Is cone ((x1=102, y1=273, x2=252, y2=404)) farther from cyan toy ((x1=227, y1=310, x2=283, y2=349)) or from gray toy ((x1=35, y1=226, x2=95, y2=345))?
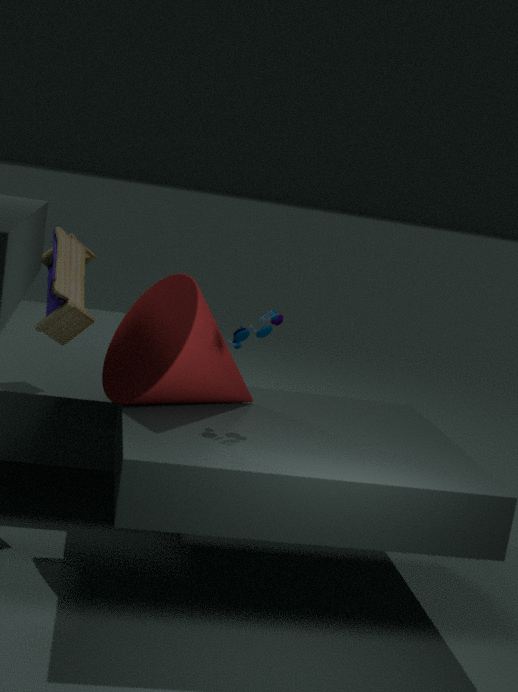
gray toy ((x1=35, y1=226, x2=95, y2=345))
